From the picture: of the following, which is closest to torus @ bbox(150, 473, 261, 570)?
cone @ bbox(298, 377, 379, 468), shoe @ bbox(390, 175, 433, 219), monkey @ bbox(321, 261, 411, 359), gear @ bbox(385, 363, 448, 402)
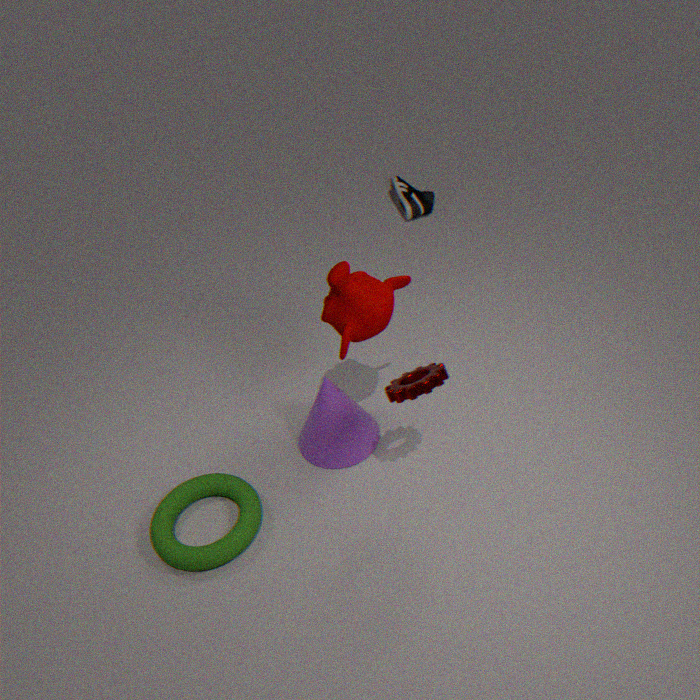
cone @ bbox(298, 377, 379, 468)
